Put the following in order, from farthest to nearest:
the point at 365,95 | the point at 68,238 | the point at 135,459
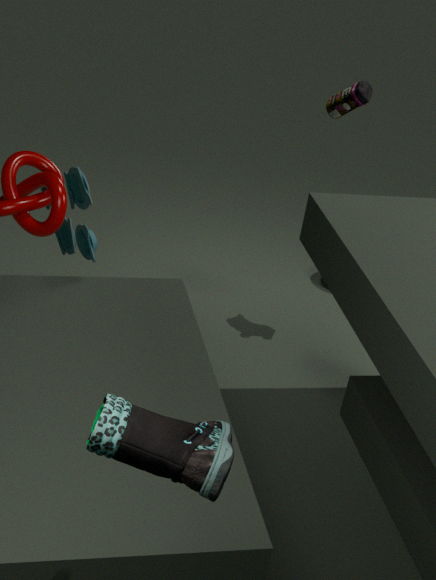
the point at 68,238 → the point at 365,95 → the point at 135,459
